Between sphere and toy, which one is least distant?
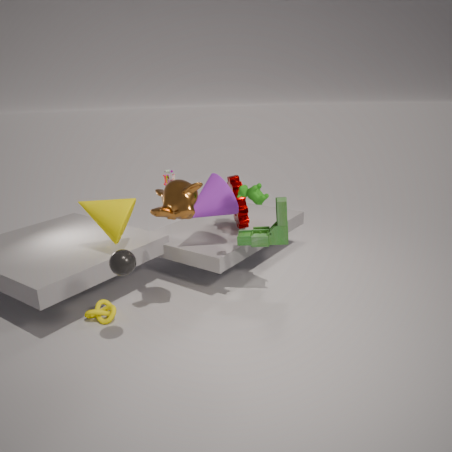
sphere
